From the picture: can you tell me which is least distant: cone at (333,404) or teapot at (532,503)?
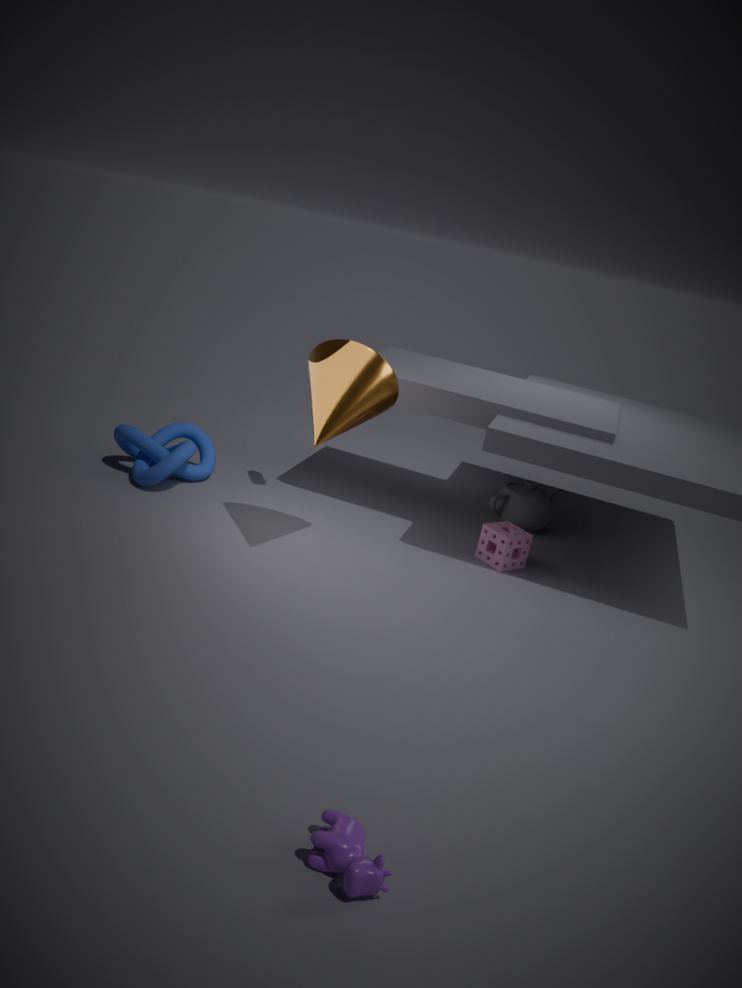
cone at (333,404)
